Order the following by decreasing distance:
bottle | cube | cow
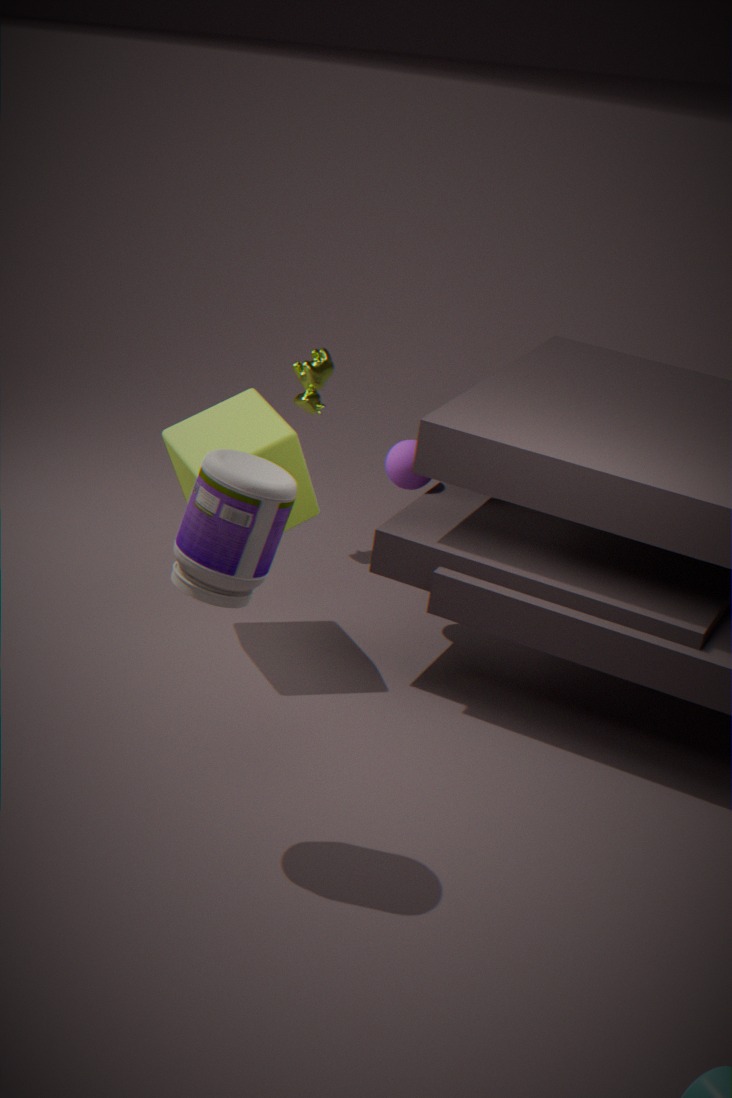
cow, cube, bottle
